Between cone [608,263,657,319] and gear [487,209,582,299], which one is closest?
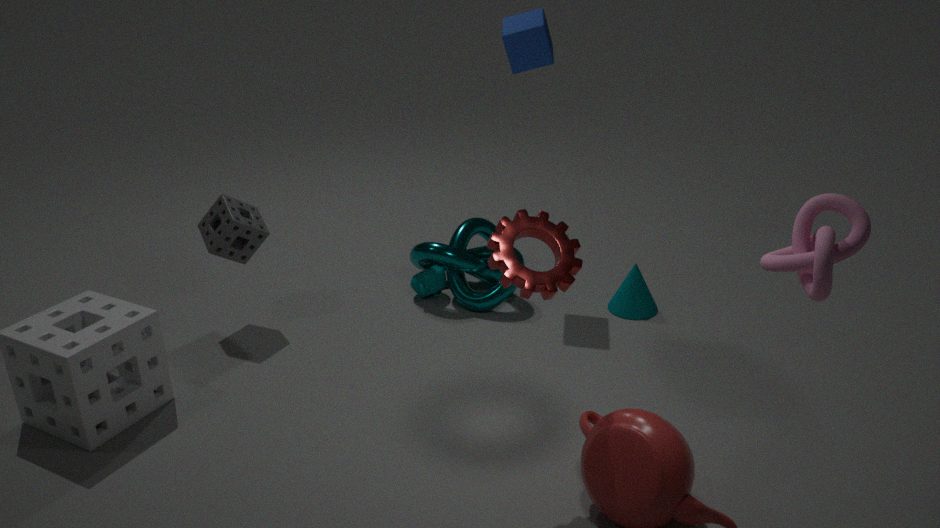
gear [487,209,582,299]
